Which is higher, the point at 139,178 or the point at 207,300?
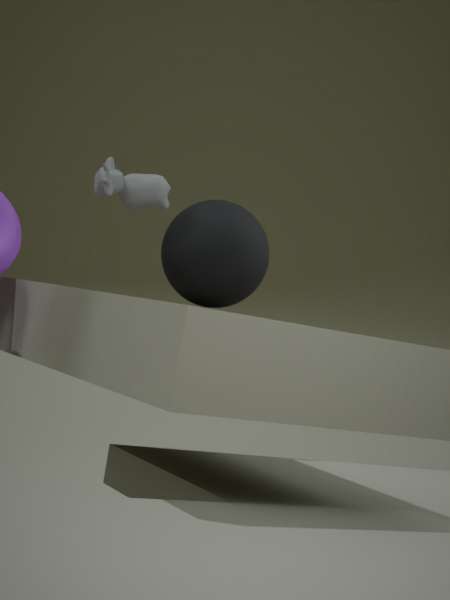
the point at 139,178
